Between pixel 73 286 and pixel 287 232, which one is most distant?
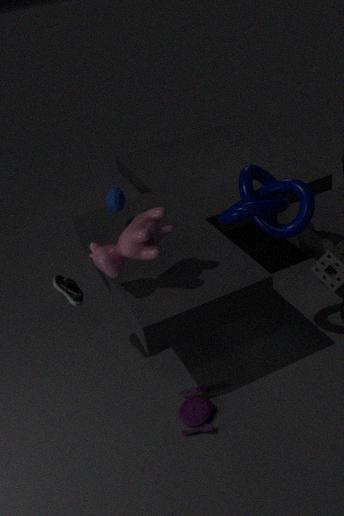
pixel 73 286
